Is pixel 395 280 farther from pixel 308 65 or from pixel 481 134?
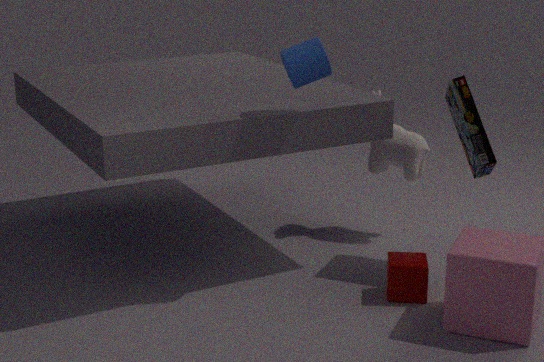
pixel 308 65
